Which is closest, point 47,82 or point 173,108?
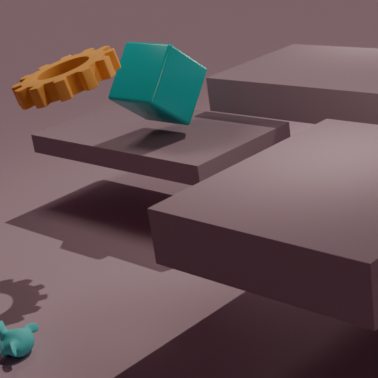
point 47,82
